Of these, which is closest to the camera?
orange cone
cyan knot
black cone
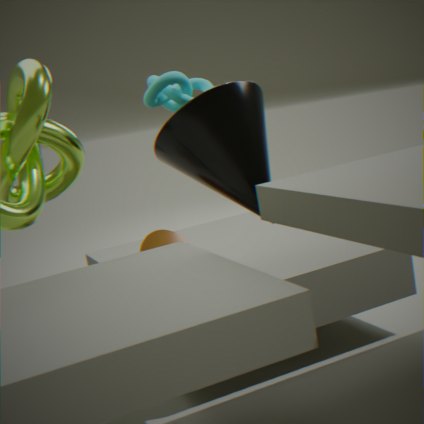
black cone
